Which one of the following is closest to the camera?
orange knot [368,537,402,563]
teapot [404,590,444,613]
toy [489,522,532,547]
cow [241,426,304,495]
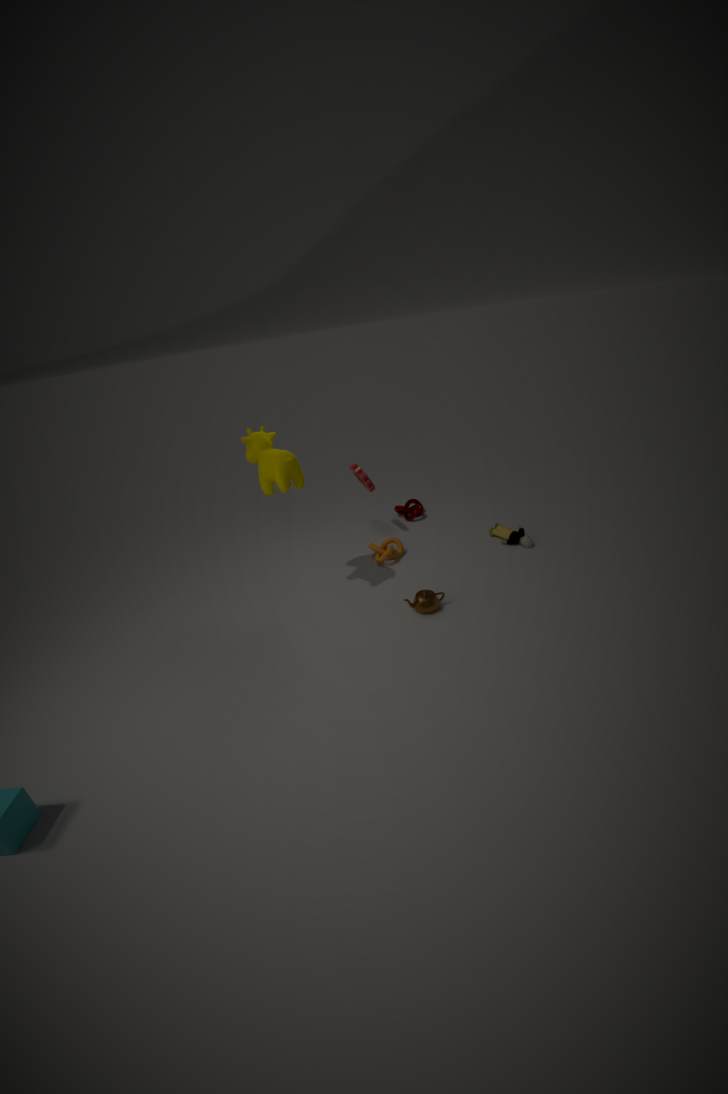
cow [241,426,304,495]
